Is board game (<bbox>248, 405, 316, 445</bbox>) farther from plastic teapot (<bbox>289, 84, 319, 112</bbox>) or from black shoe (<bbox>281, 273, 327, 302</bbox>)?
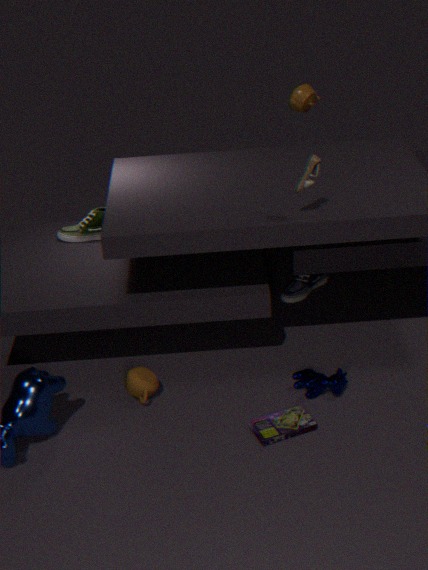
plastic teapot (<bbox>289, 84, 319, 112</bbox>)
